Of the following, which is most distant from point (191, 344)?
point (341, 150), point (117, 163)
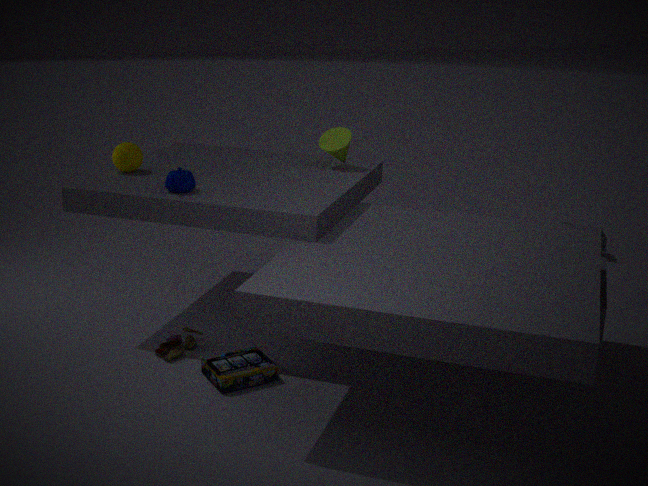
point (341, 150)
